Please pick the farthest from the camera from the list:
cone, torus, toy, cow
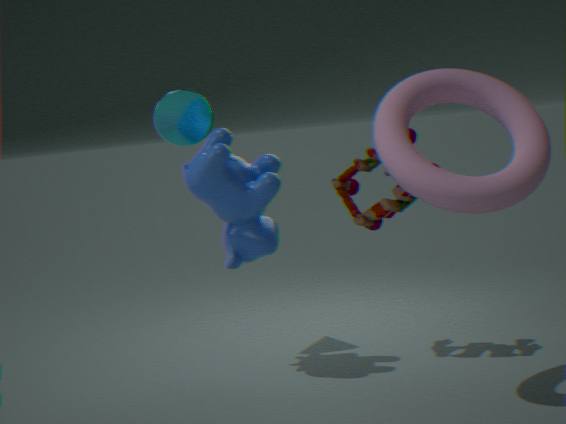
cone
